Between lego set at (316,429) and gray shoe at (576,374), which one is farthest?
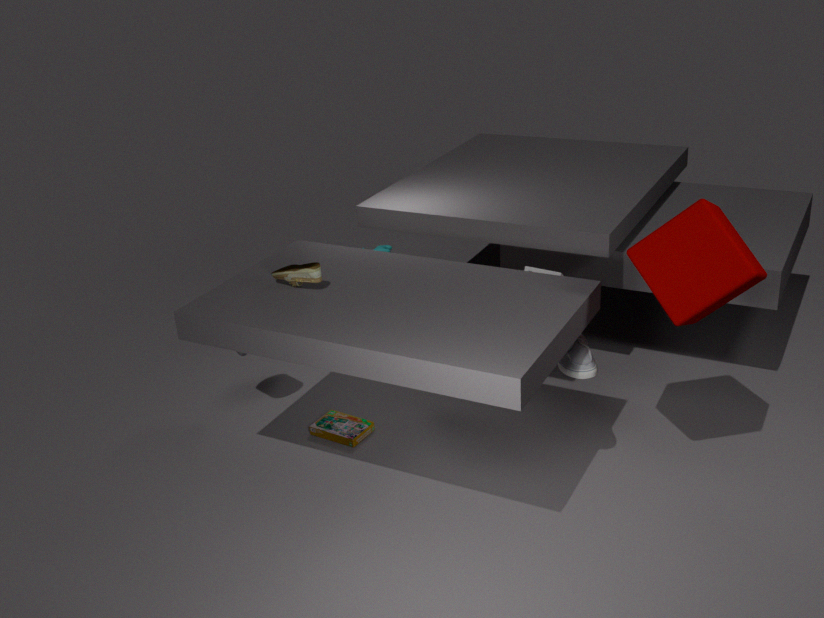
lego set at (316,429)
